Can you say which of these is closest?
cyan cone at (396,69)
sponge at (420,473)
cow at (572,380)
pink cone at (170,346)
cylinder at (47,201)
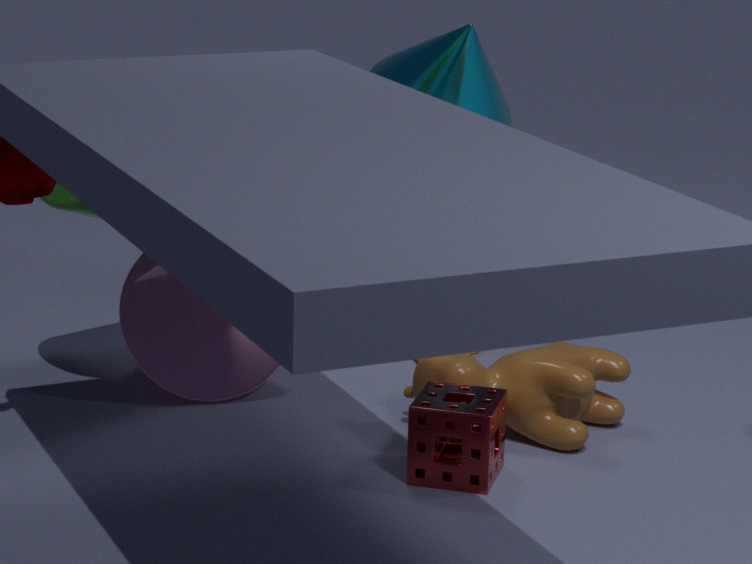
sponge at (420,473)
